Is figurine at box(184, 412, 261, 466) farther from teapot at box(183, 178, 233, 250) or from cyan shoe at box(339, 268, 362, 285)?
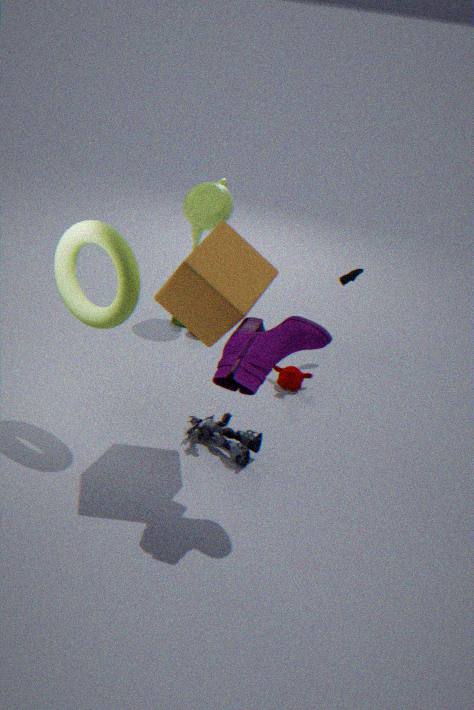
teapot at box(183, 178, 233, 250)
